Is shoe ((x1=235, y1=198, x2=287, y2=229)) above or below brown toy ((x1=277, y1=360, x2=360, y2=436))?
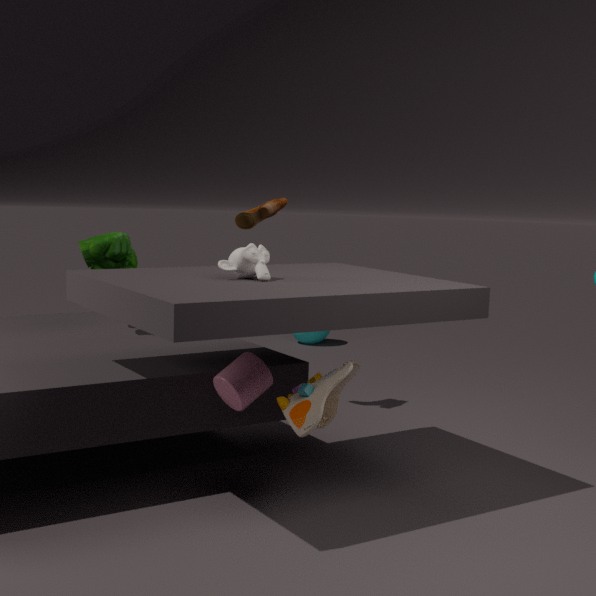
above
